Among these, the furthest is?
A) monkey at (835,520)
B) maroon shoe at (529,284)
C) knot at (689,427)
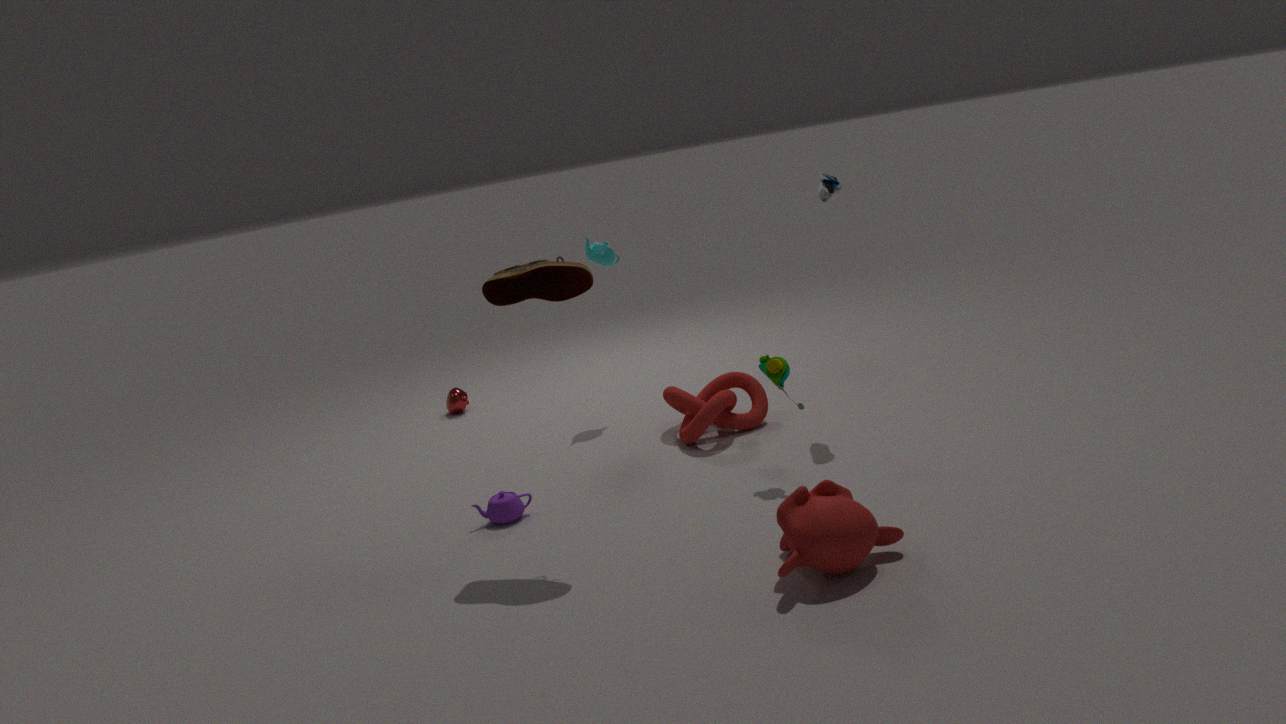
knot at (689,427)
